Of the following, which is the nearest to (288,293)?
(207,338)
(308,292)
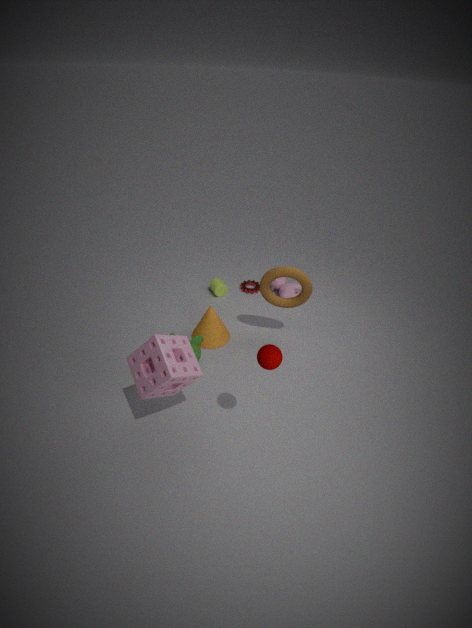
(308,292)
